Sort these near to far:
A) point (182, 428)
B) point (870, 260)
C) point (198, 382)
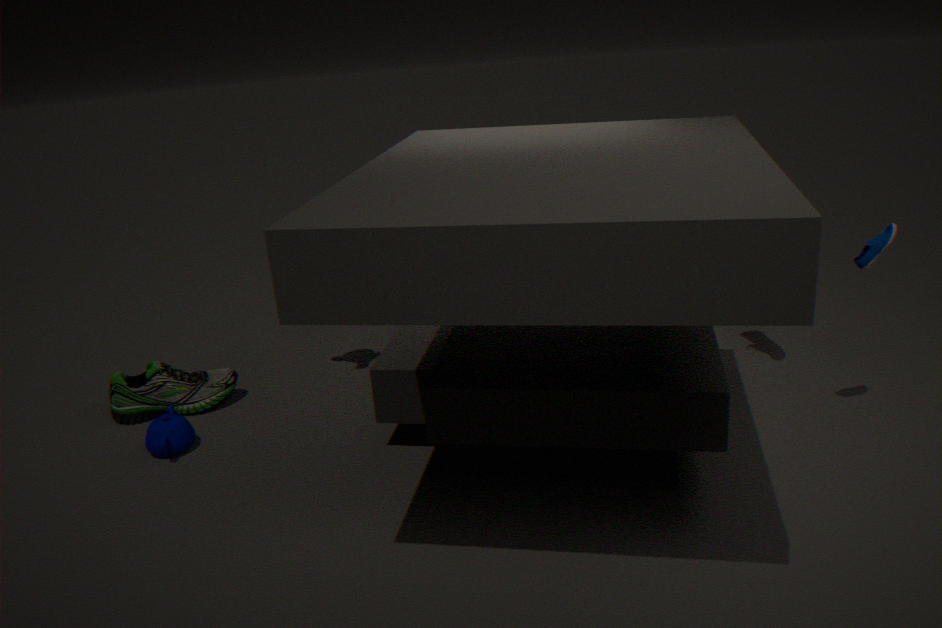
point (870, 260)
point (182, 428)
point (198, 382)
